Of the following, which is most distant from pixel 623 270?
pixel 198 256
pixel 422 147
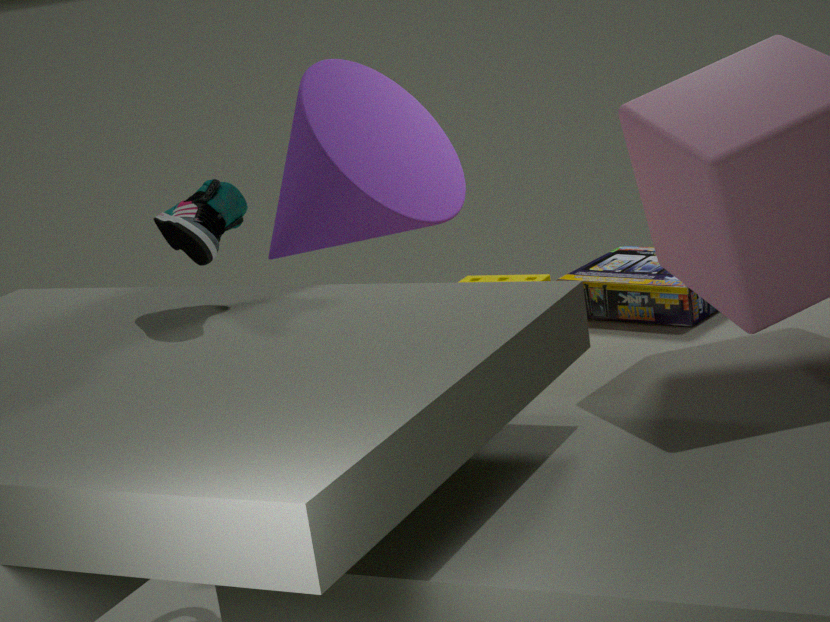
pixel 198 256
